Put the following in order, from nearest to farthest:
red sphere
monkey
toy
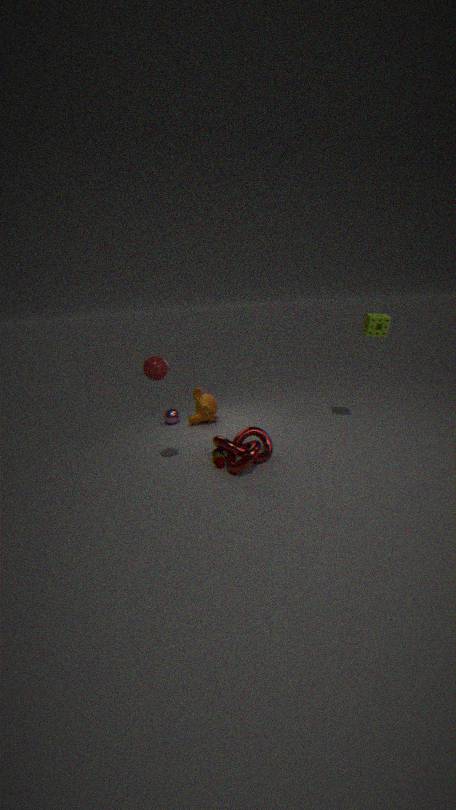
red sphere
toy
monkey
